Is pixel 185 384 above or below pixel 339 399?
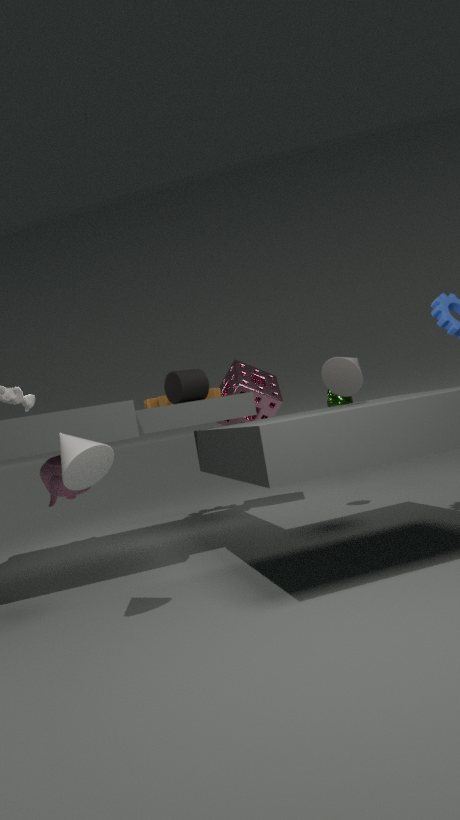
above
